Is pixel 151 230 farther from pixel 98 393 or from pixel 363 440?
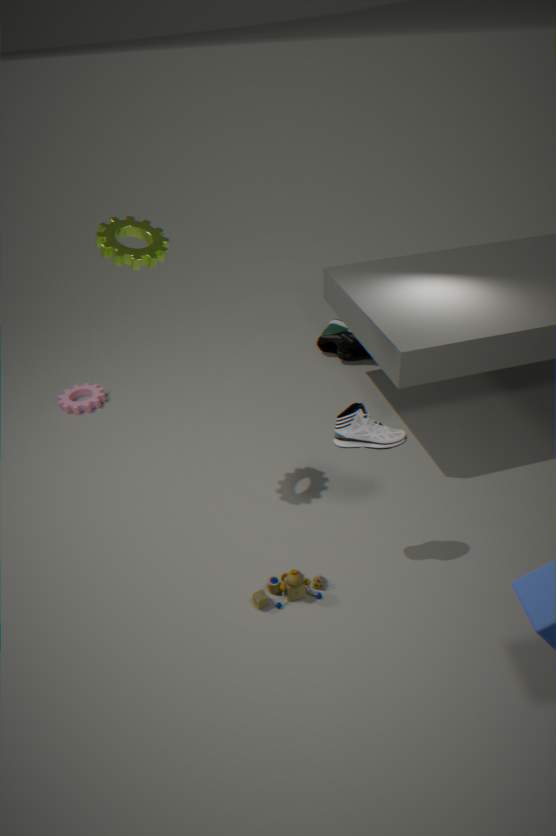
pixel 98 393
